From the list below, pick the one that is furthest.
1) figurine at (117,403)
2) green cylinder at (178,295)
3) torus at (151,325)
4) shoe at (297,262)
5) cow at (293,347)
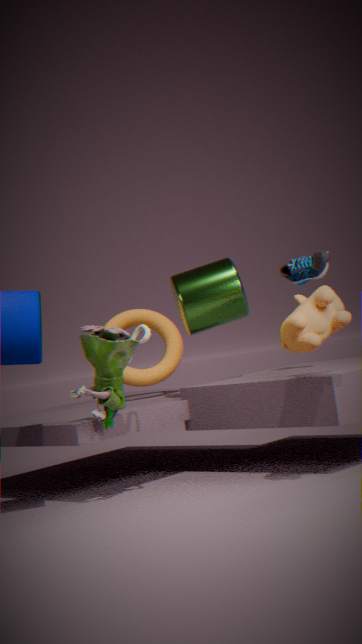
3. torus at (151,325)
